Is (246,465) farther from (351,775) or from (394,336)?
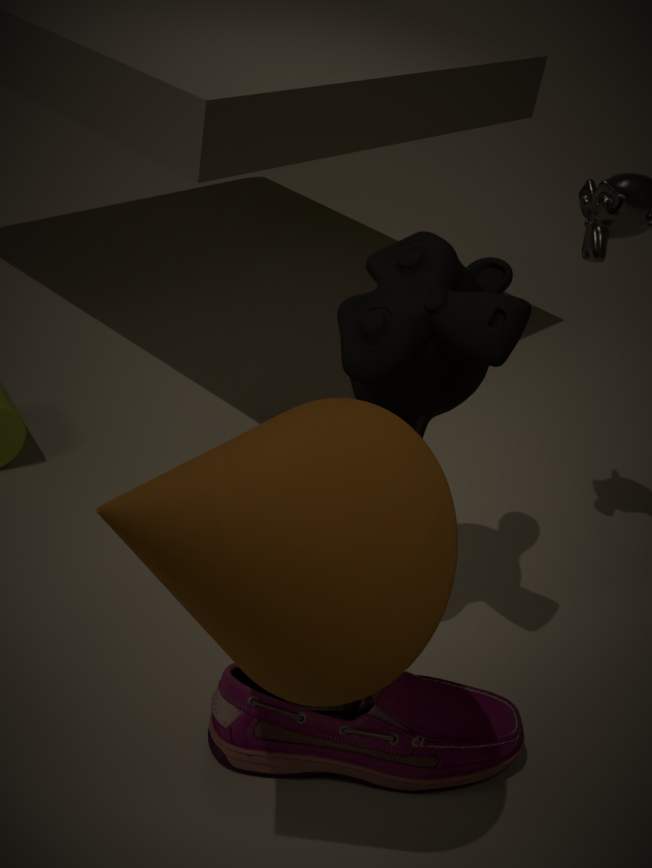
(394,336)
